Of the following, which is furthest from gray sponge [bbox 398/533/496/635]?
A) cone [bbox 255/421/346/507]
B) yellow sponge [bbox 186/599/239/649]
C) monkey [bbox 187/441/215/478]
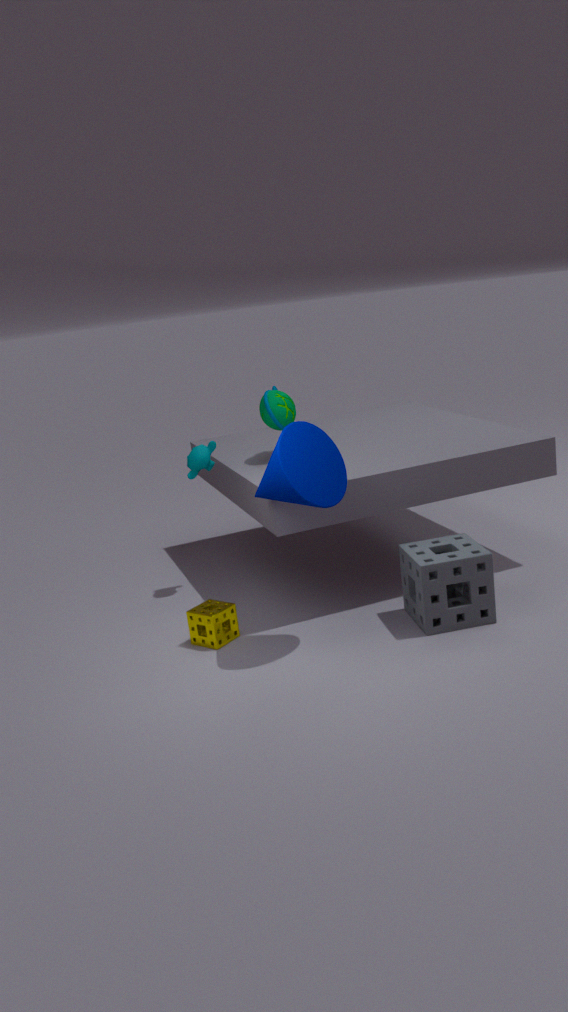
monkey [bbox 187/441/215/478]
